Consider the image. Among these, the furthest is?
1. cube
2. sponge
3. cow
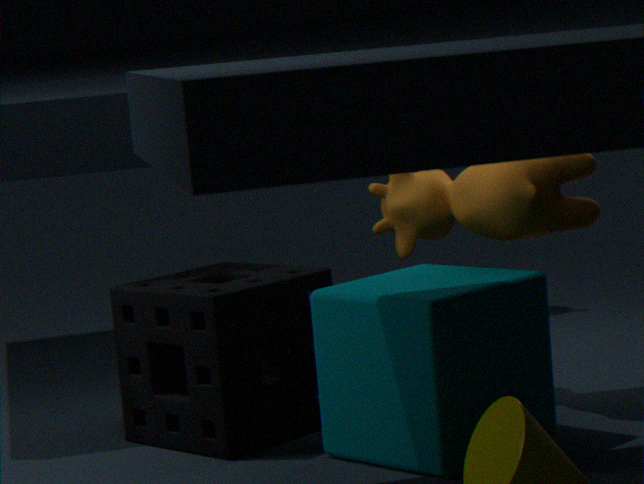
cow
